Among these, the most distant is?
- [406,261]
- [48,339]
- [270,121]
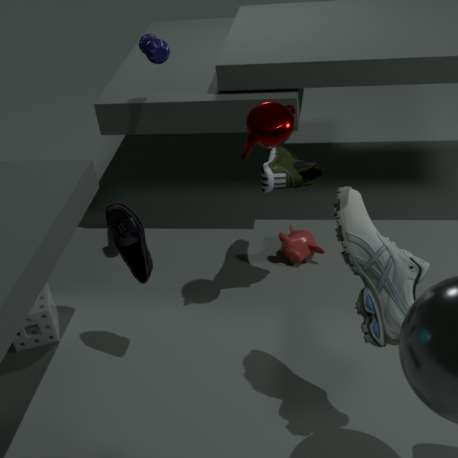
[48,339]
